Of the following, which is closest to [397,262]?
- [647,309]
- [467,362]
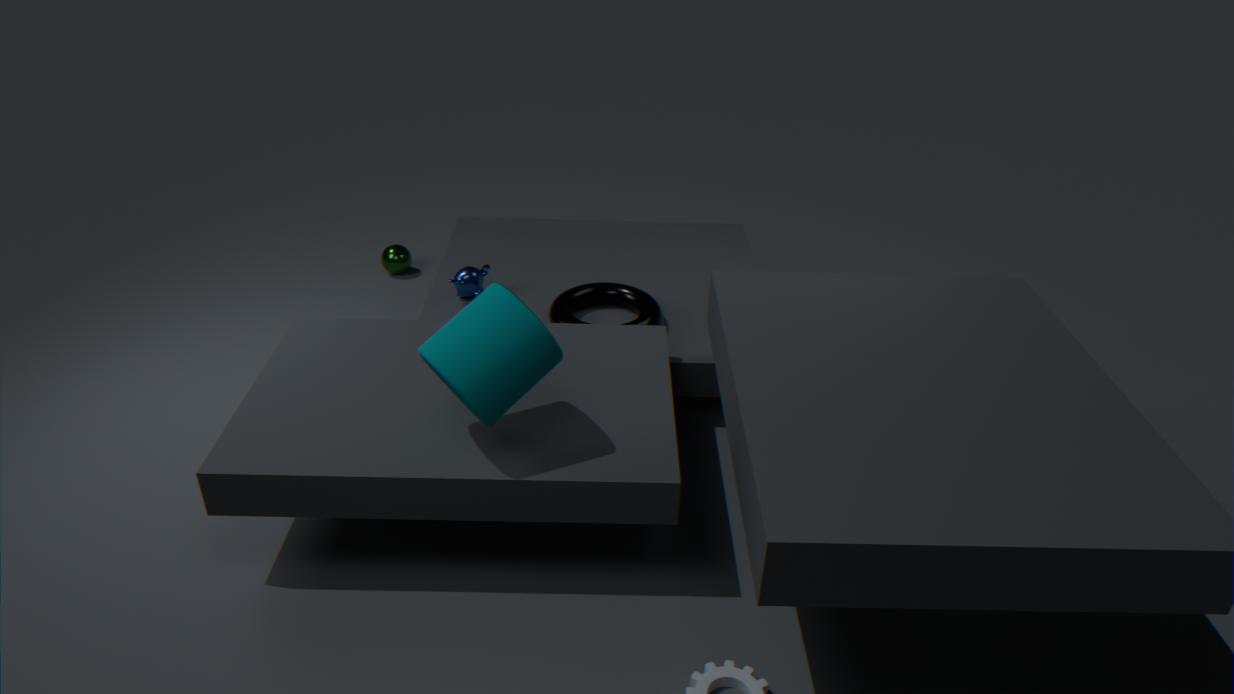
[647,309]
